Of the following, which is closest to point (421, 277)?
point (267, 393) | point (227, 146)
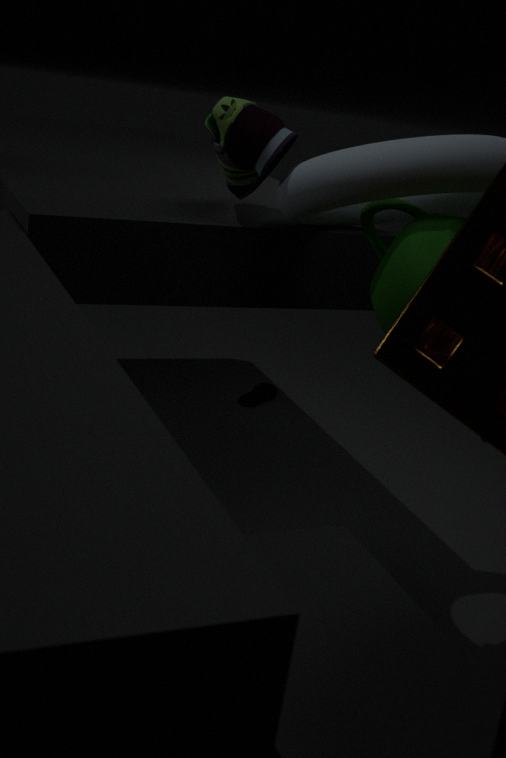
point (227, 146)
